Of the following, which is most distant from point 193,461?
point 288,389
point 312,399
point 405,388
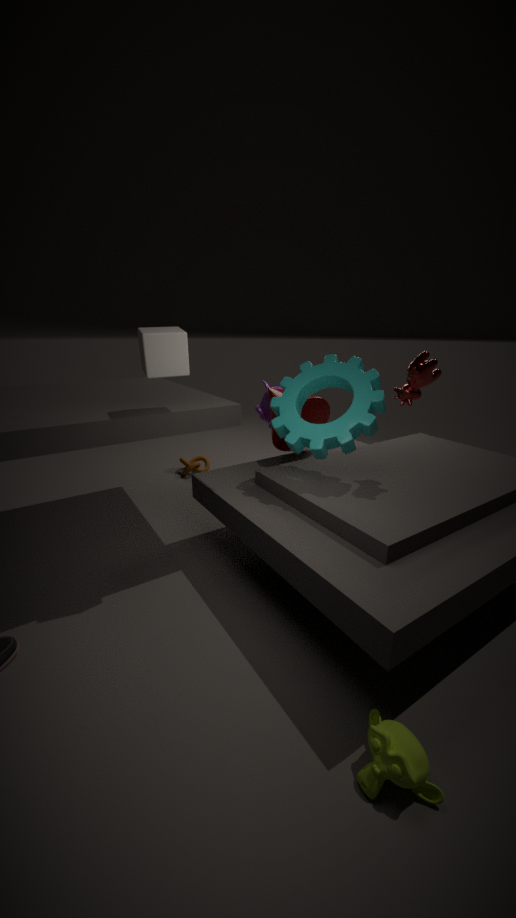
point 405,388
